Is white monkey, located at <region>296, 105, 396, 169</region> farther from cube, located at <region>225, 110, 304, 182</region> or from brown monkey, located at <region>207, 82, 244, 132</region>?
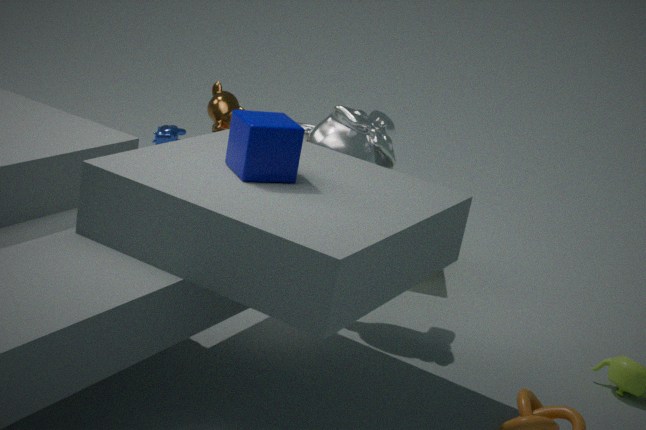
cube, located at <region>225, 110, 304, 182</region>
